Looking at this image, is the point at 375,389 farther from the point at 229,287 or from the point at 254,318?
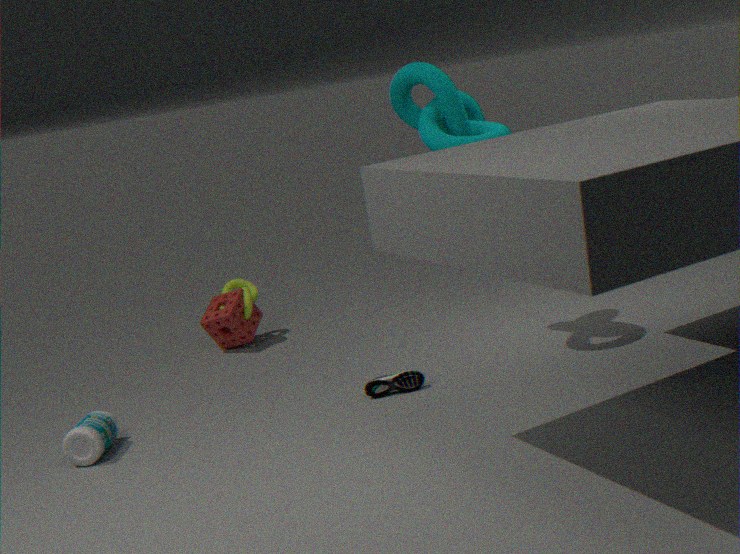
the point at 229,287
